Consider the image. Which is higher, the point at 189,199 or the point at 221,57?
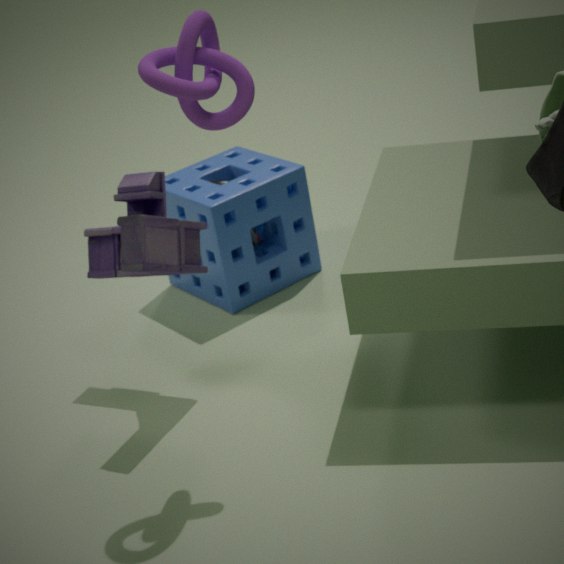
the point at 221,57
